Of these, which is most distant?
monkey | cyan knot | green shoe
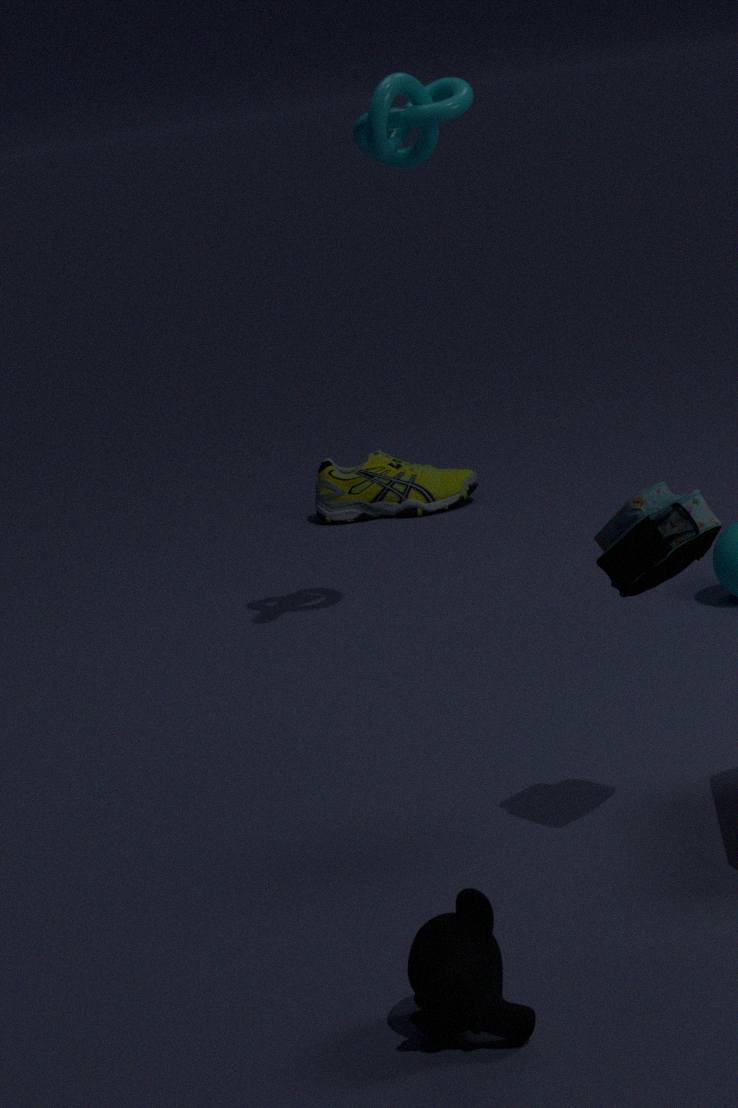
green shoe
